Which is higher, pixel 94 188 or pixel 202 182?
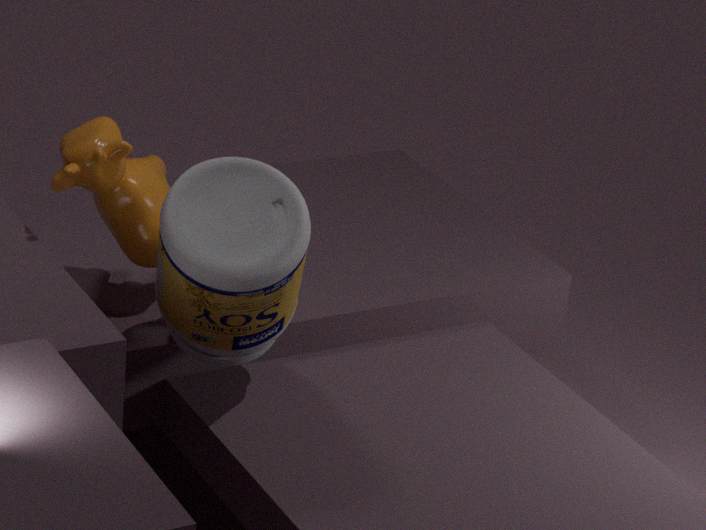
pixel 94 188
